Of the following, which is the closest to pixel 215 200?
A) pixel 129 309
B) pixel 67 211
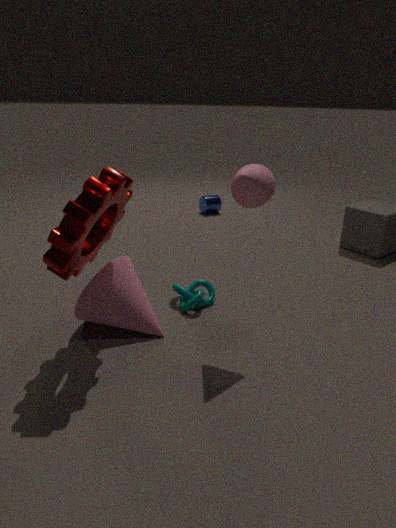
pixel 129 309
